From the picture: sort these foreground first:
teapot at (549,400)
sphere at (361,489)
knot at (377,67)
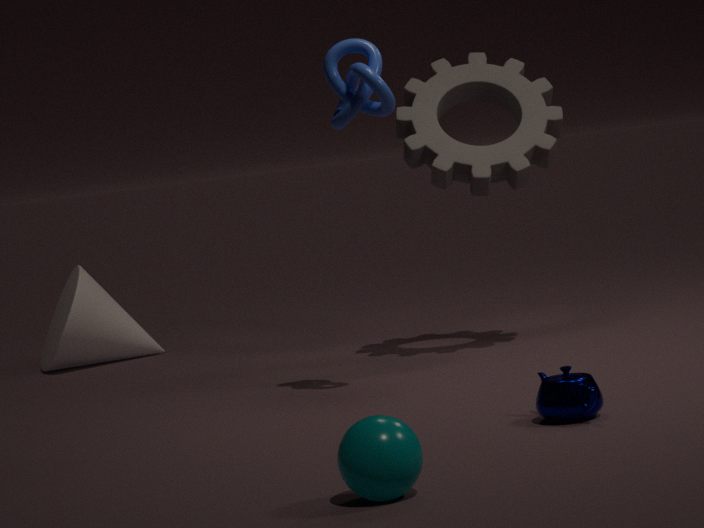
1. sphere at (361,489)
2. teapot at (549,400)
3. knot at (377,67)
